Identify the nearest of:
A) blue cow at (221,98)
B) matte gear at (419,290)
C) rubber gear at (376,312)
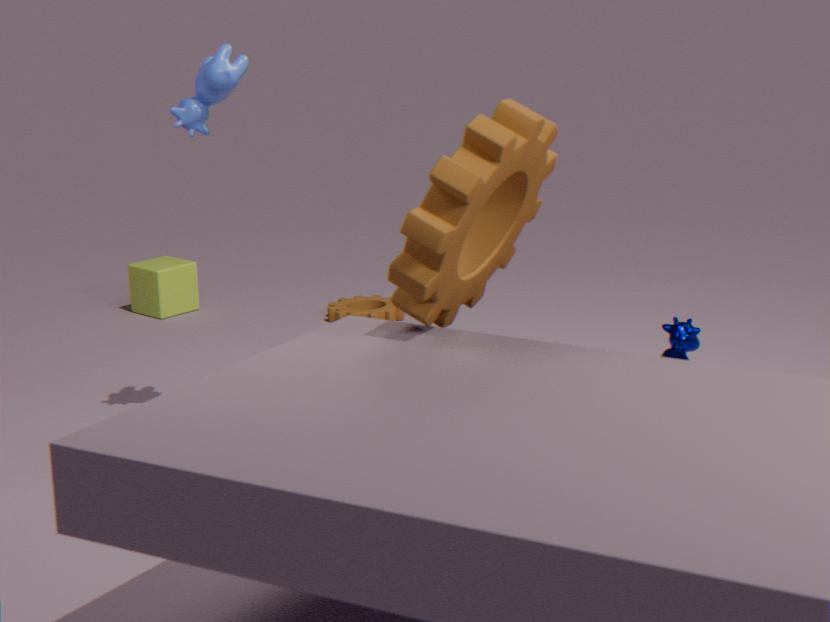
matte gear at (419,290)
